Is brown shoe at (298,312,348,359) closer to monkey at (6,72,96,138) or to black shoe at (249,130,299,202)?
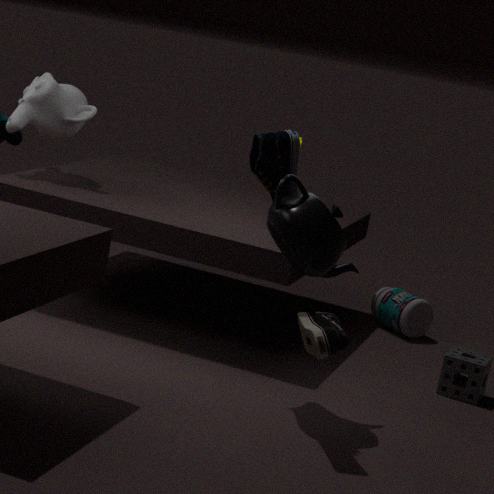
black shoe at (249,130,299,202)
